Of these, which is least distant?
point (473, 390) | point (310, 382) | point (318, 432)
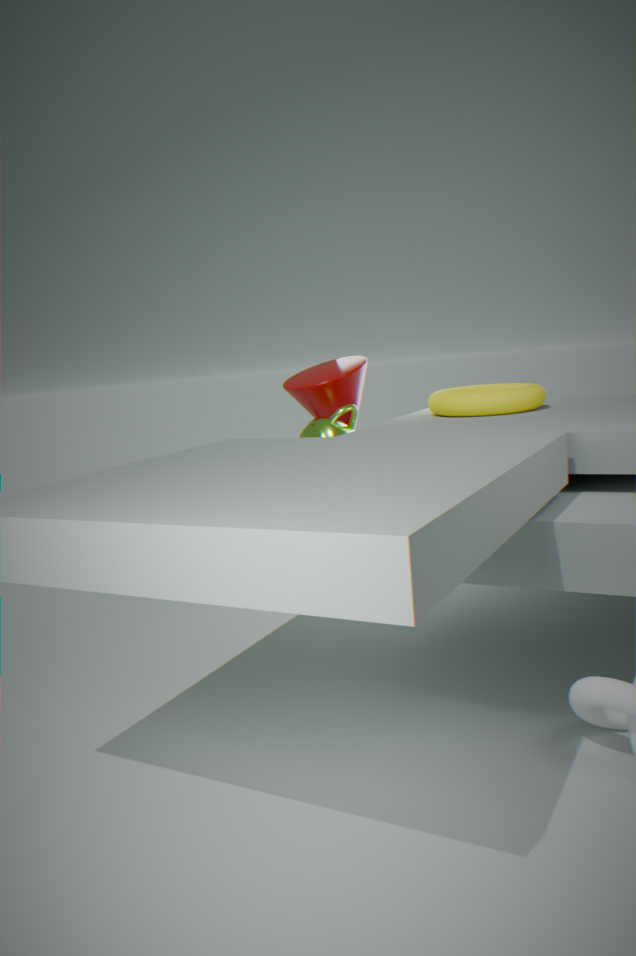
point (318, 432)
